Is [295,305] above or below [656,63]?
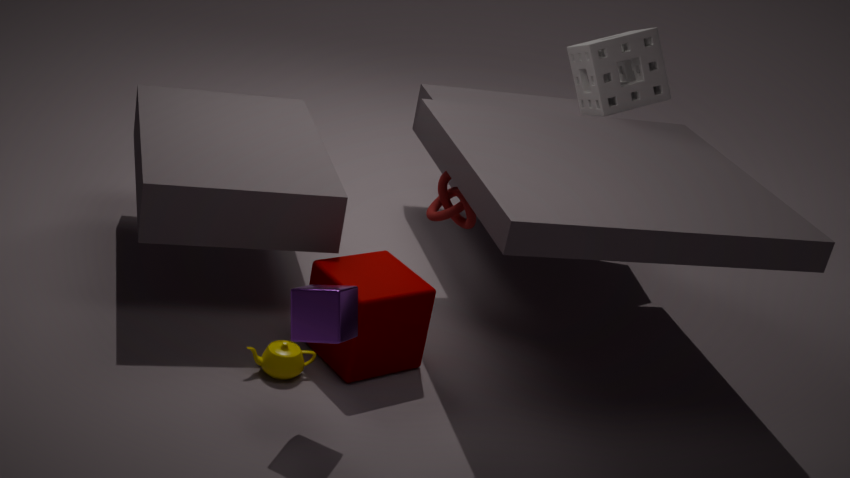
below
